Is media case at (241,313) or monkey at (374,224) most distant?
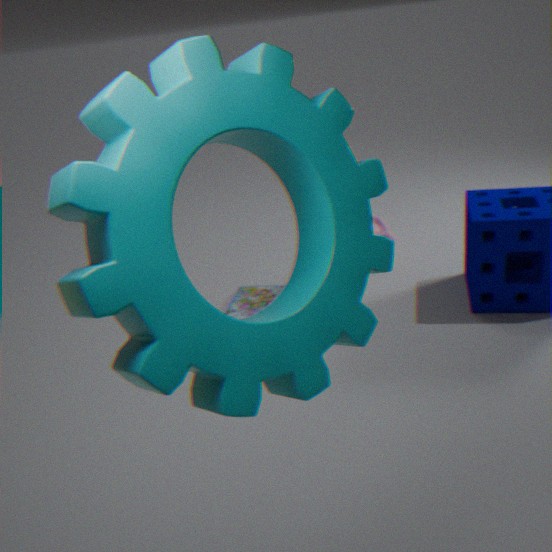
monkey at (374,224)
